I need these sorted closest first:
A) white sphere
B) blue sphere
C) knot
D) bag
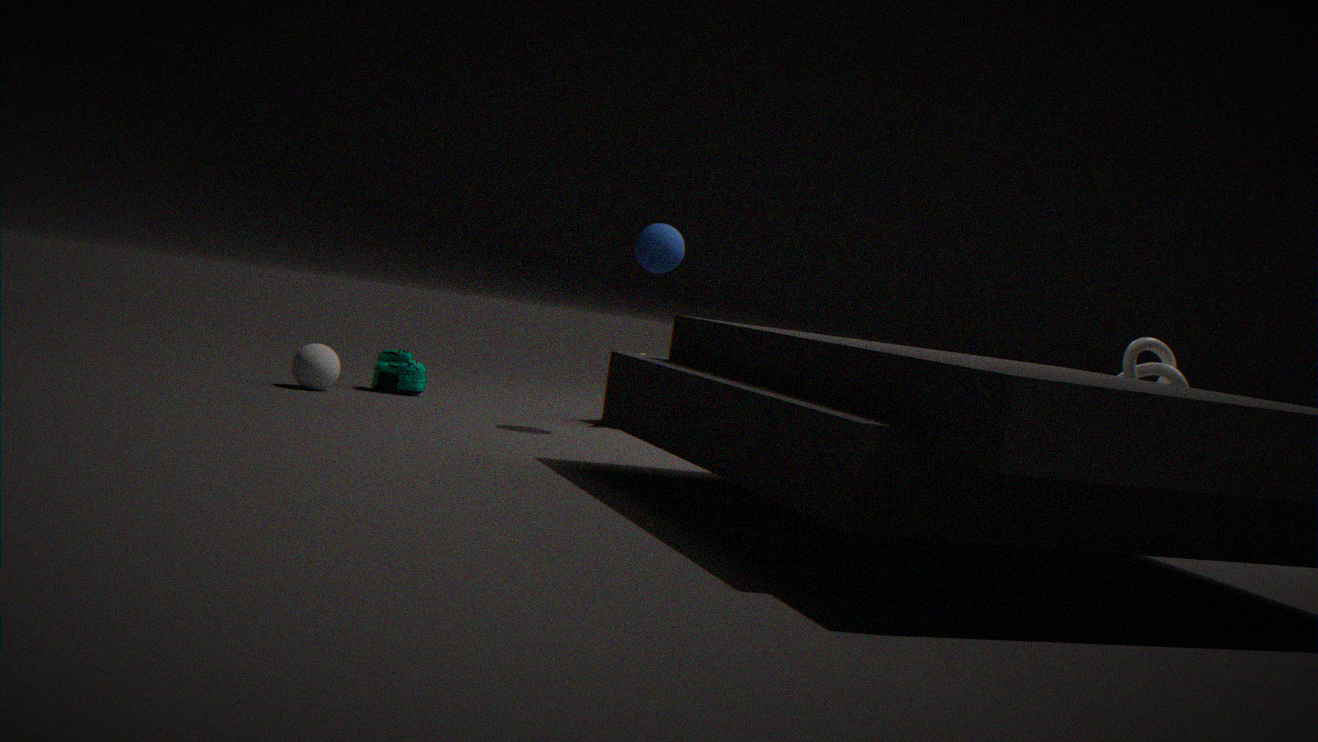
knot
blue sphere
white sphere
bag
